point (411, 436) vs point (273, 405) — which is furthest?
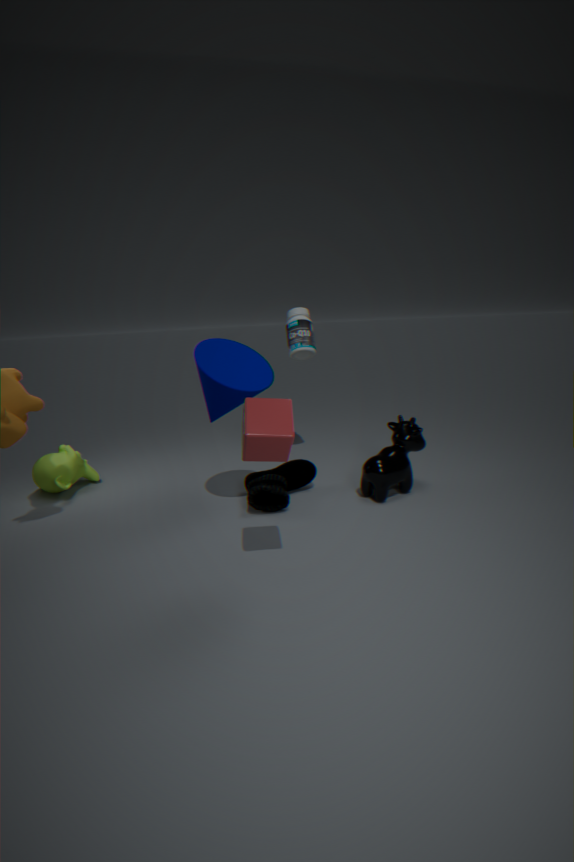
point (411, 436)
